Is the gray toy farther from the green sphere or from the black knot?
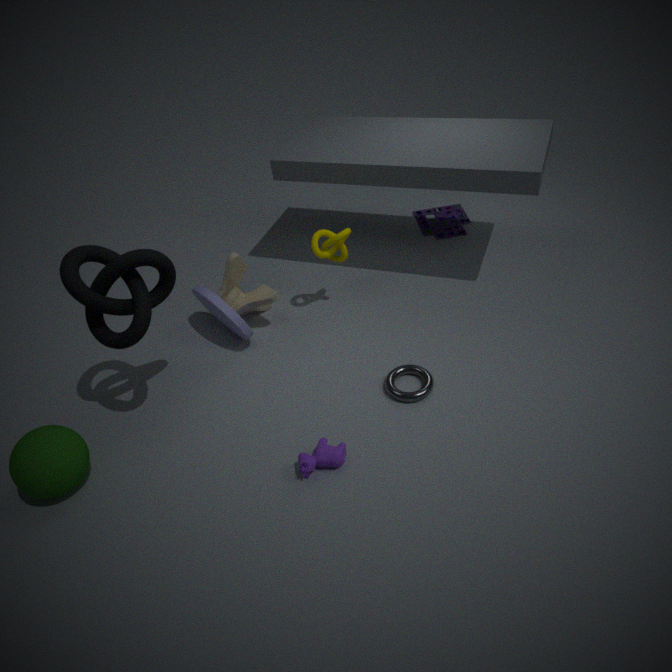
the green sphere
